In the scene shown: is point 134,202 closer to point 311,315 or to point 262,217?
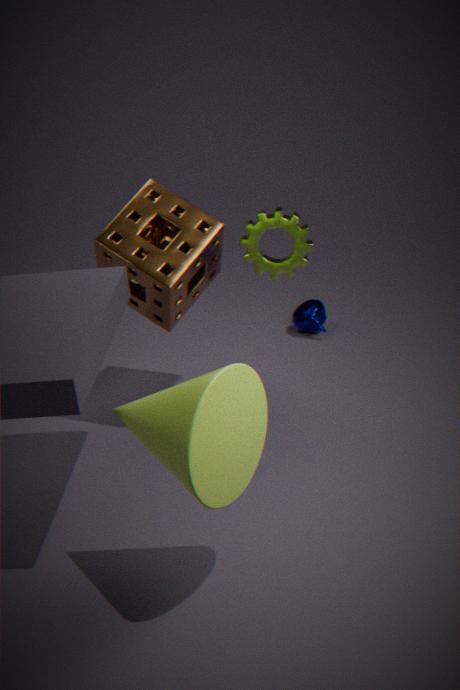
point 262,217
